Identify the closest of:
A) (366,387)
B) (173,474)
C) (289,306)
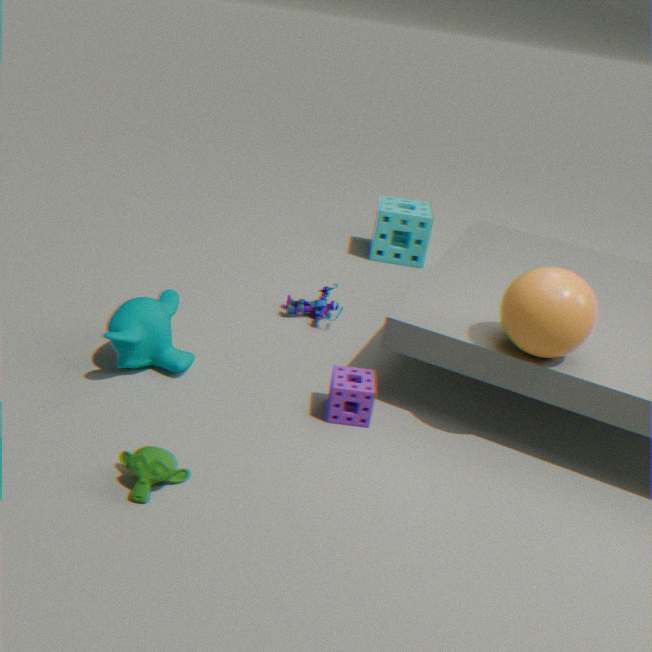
(173,474)
